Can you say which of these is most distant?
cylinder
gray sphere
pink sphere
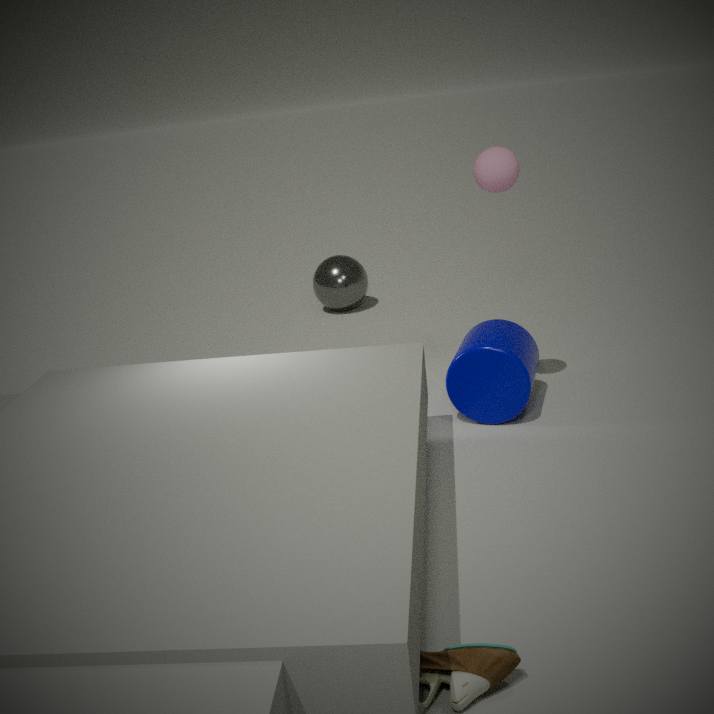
gray sphere
